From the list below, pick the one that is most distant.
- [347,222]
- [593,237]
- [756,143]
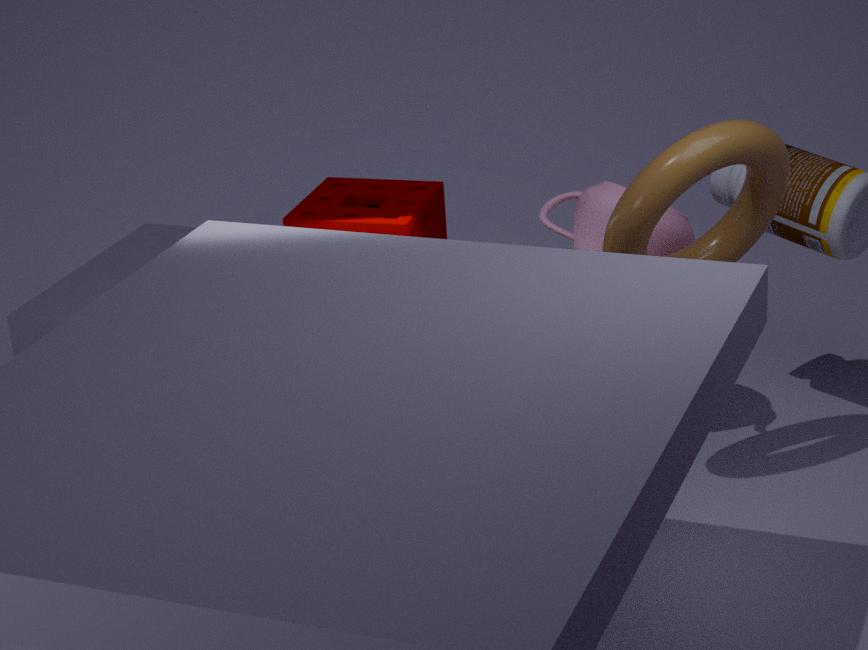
[347,222]
